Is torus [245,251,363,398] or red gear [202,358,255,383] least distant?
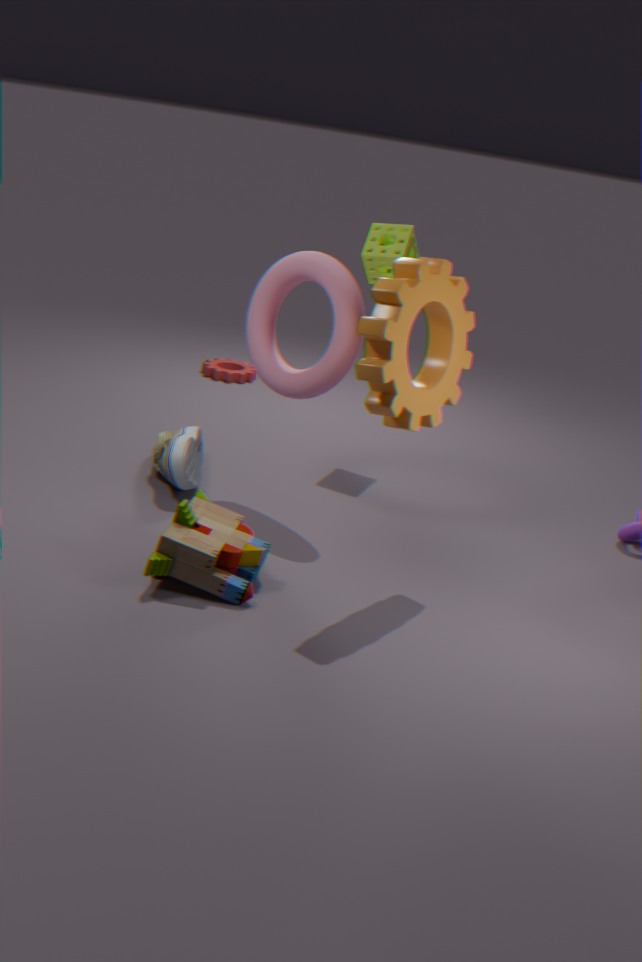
torus [245,251,363,398]
